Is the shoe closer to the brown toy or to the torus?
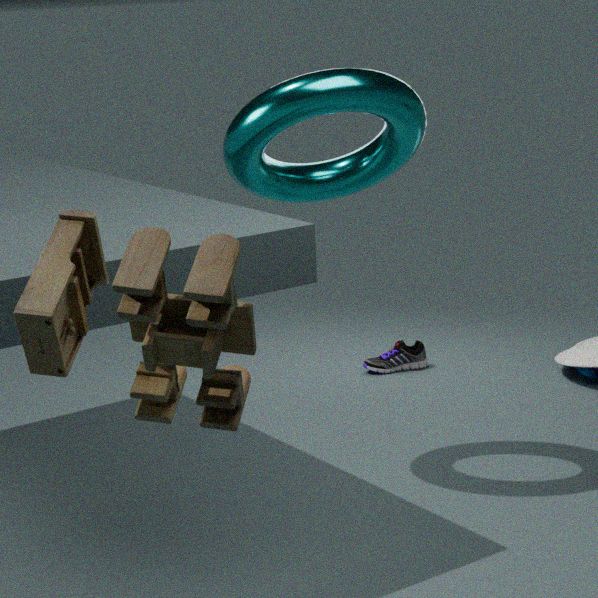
the torus
